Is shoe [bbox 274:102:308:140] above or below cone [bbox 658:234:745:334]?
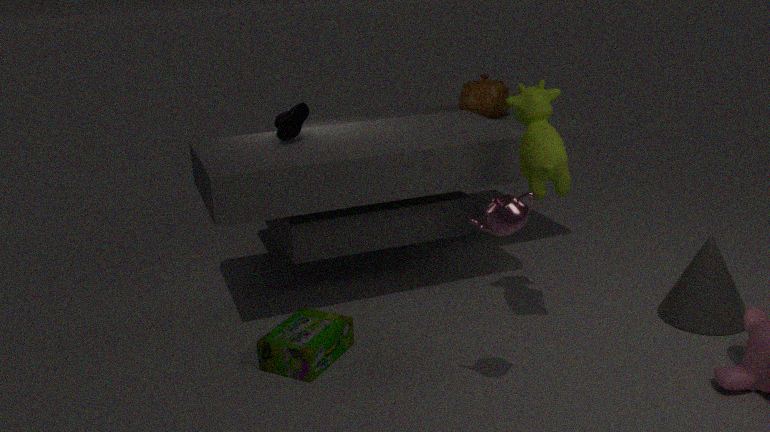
above
